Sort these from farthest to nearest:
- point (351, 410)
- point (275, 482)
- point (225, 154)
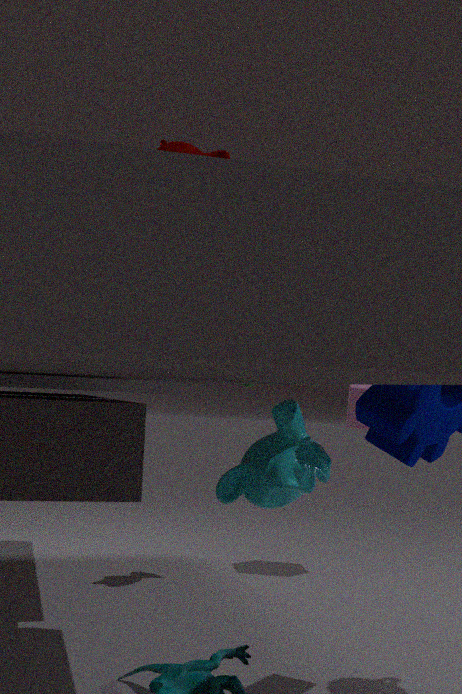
point (351, 410)
point (275, 482)
point (225, 154)
